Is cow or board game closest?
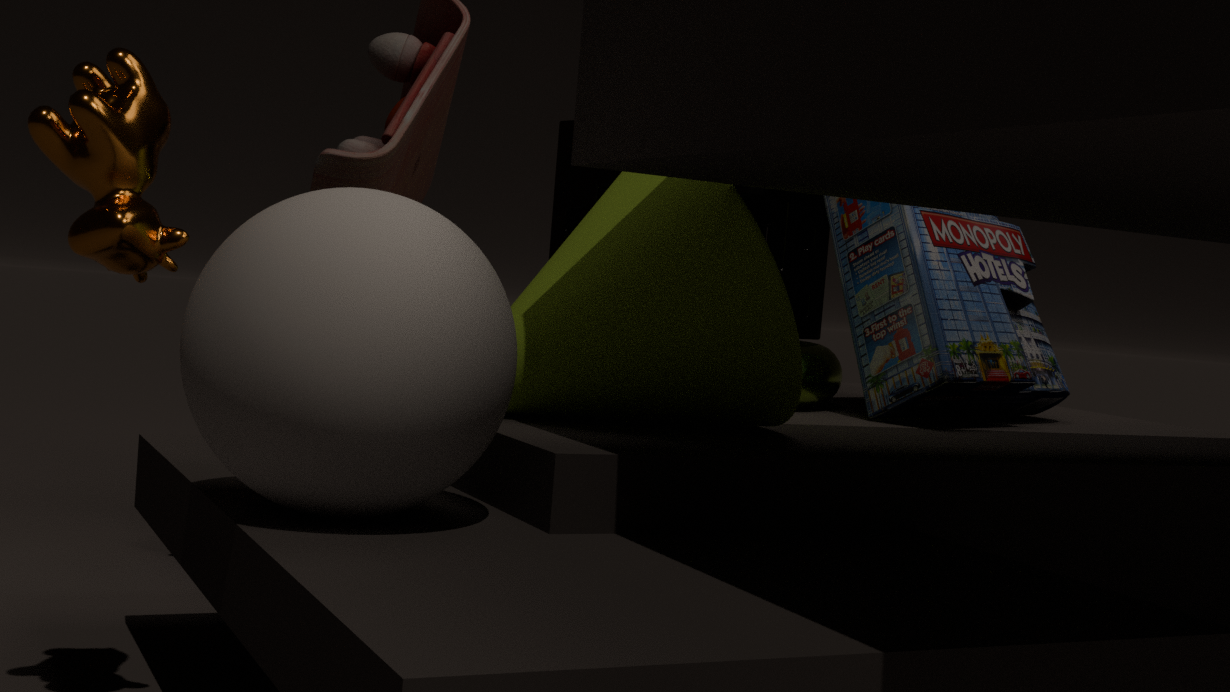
cow
